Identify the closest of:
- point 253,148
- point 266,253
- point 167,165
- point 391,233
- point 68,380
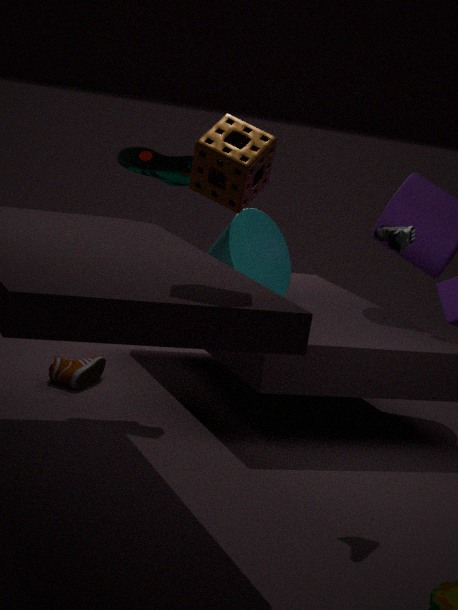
point 253,148
